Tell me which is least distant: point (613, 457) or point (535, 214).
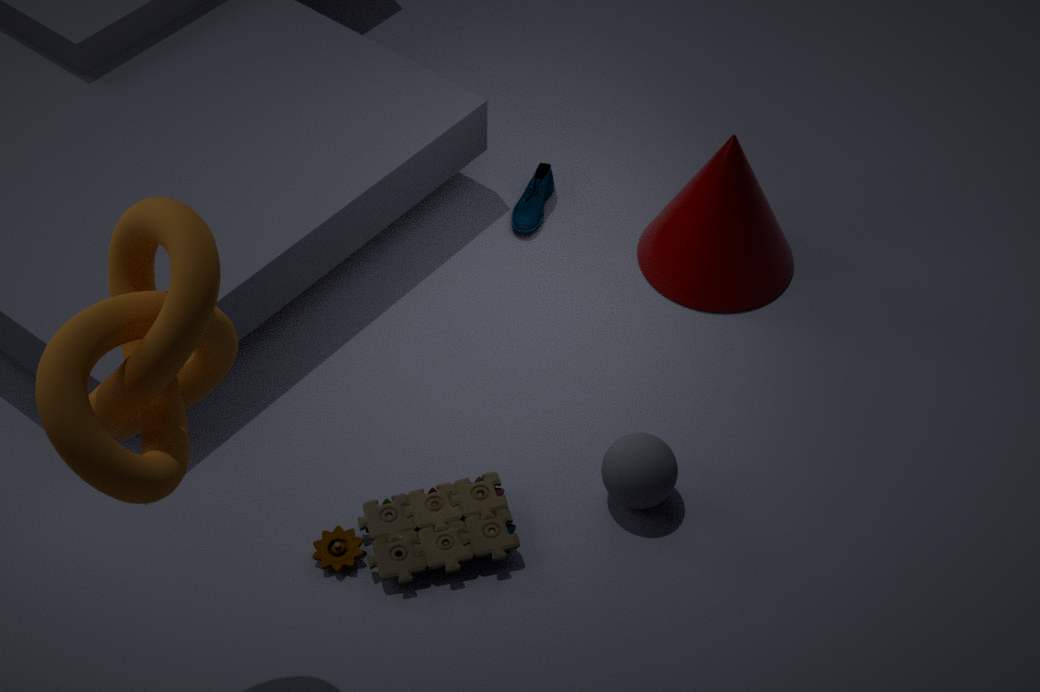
point (613, 457)
